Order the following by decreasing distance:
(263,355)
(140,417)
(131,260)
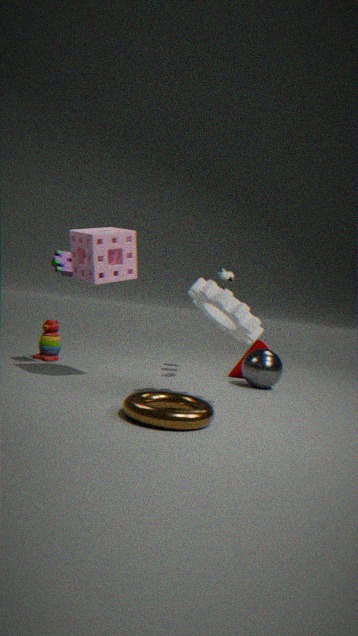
(263,355), (131,260), (140,417)
